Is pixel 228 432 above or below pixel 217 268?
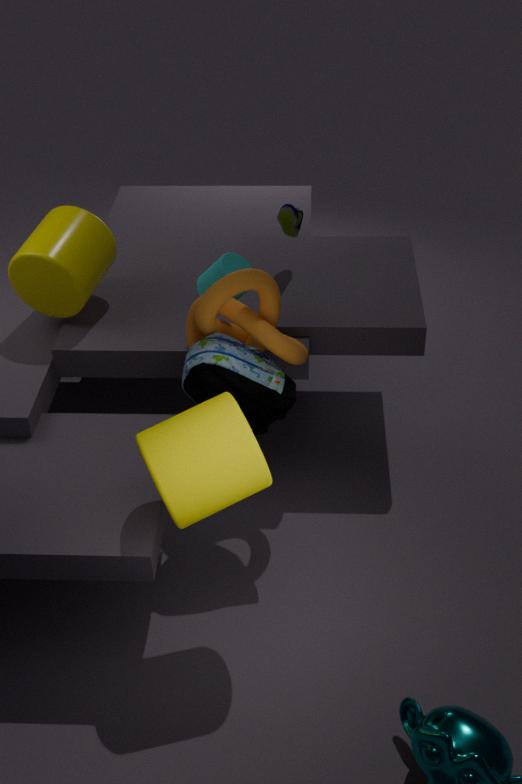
below
